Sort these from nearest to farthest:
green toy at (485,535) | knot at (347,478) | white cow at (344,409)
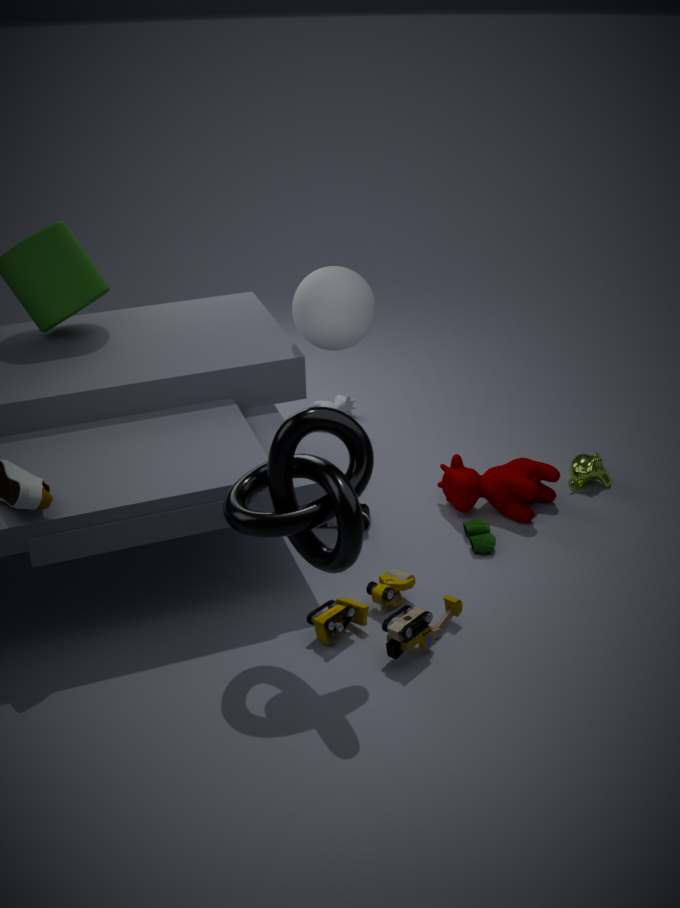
knot at (347,478)
green toy at (485,535)
white cow at (344,409)
